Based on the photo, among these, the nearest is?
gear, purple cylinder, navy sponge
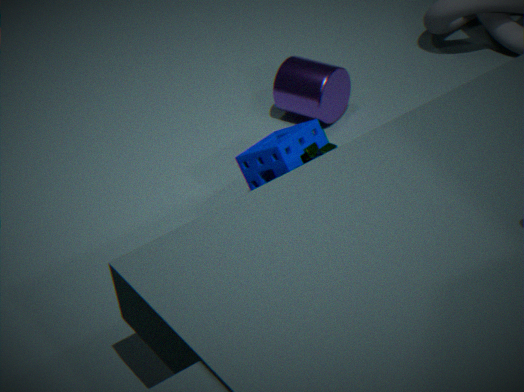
navy sponge
